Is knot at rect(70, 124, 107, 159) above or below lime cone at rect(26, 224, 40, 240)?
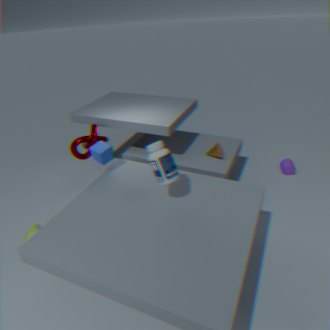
above
